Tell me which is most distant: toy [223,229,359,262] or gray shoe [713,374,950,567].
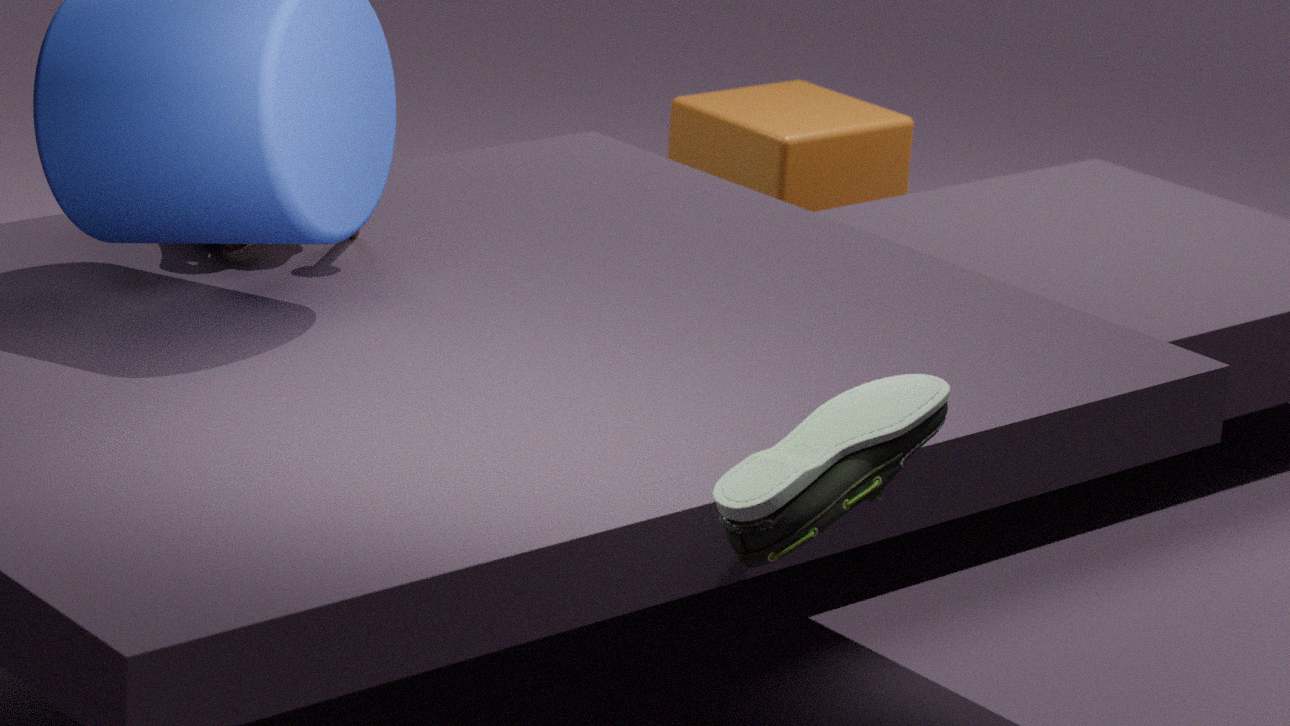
toy [223,229,359,262]
